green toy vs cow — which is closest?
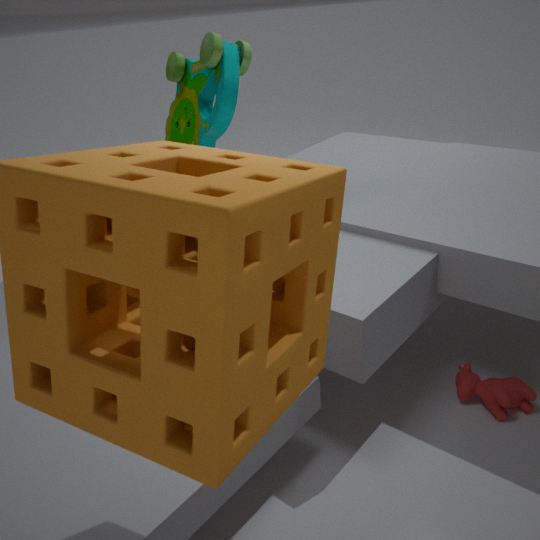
cow
